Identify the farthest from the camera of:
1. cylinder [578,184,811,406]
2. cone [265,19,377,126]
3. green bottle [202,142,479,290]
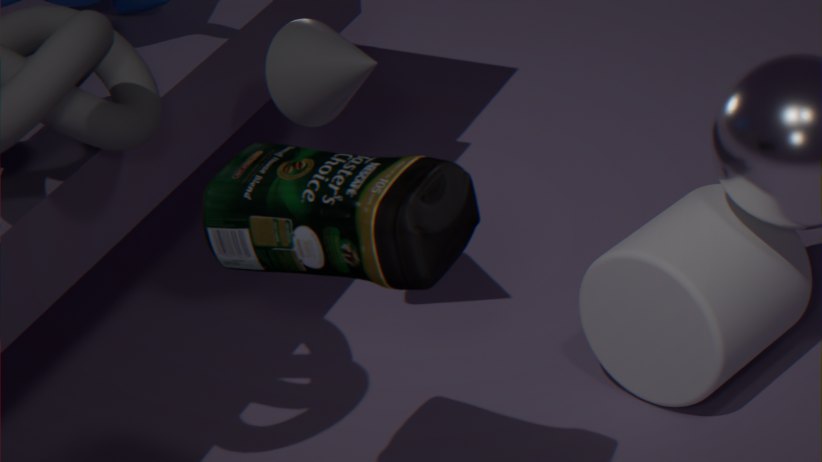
cylinder [578,184,811,406]
